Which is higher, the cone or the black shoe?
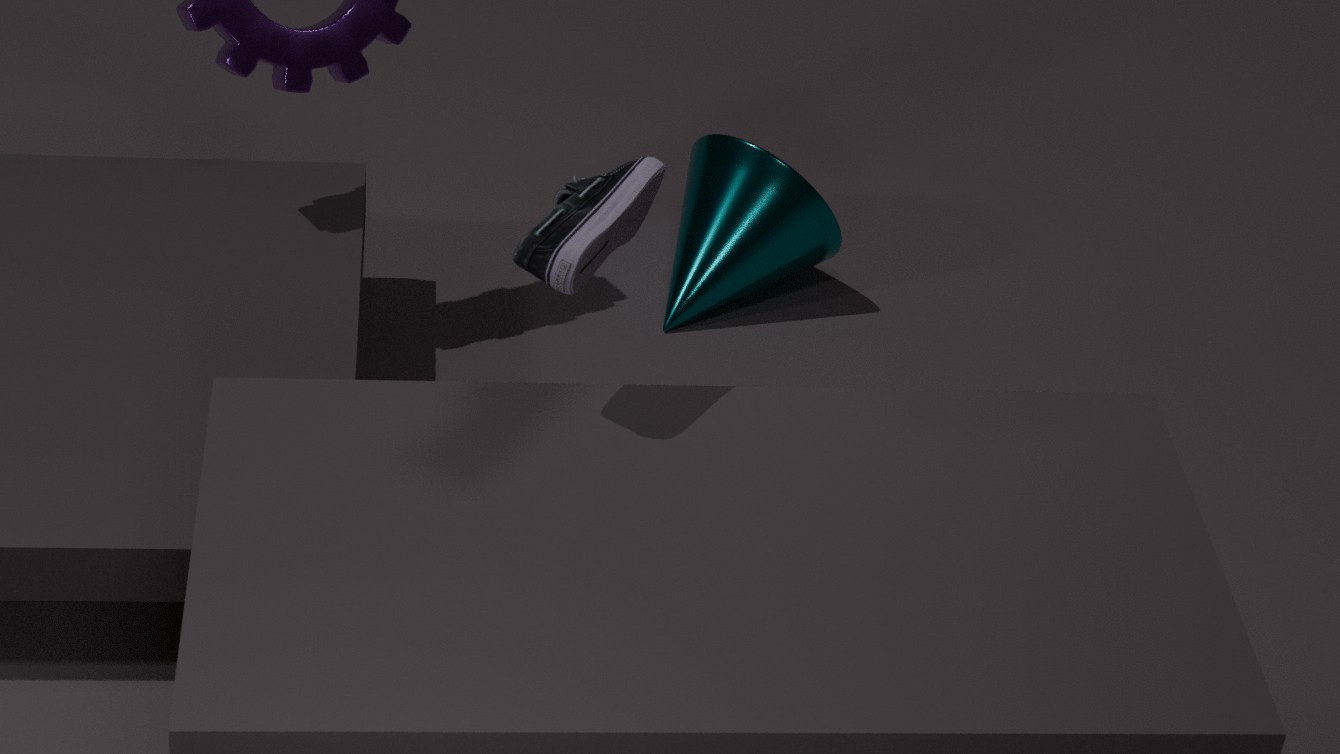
the black shoe
